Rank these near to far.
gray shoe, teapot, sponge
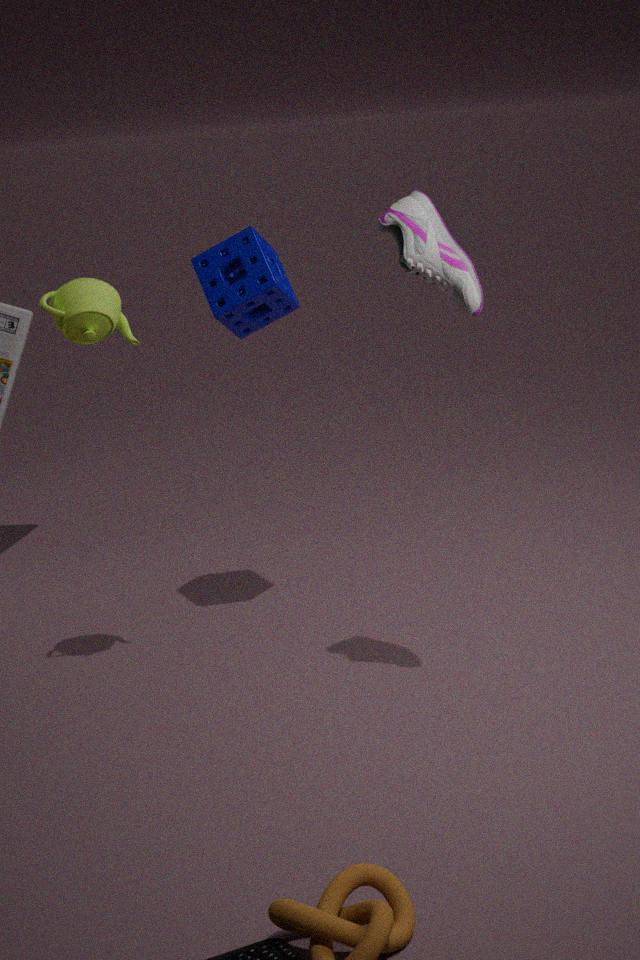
1. gray shoe
2. teapot
3. sponge
